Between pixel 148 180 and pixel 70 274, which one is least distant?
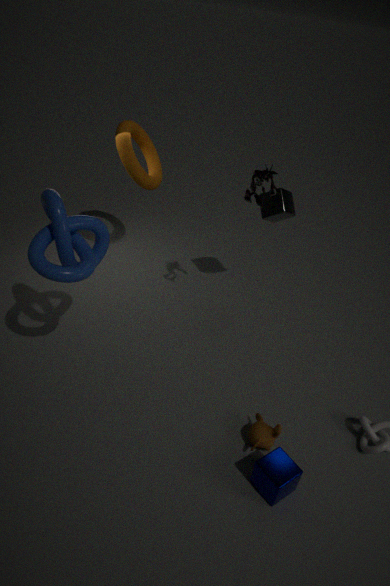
pixel 70 274
